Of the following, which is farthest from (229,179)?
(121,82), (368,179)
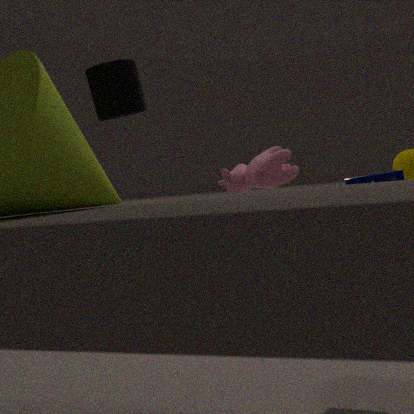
(121,82)
